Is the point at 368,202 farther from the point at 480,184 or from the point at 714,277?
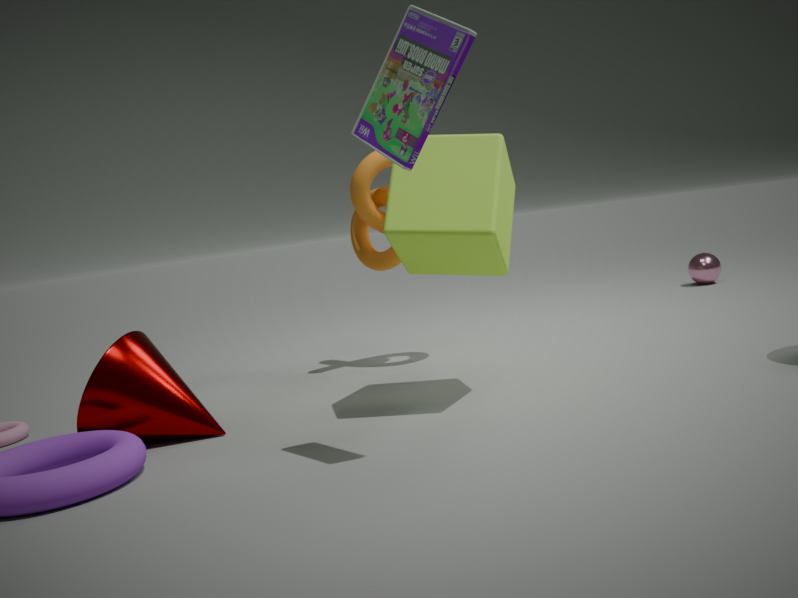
the point at 714,277
